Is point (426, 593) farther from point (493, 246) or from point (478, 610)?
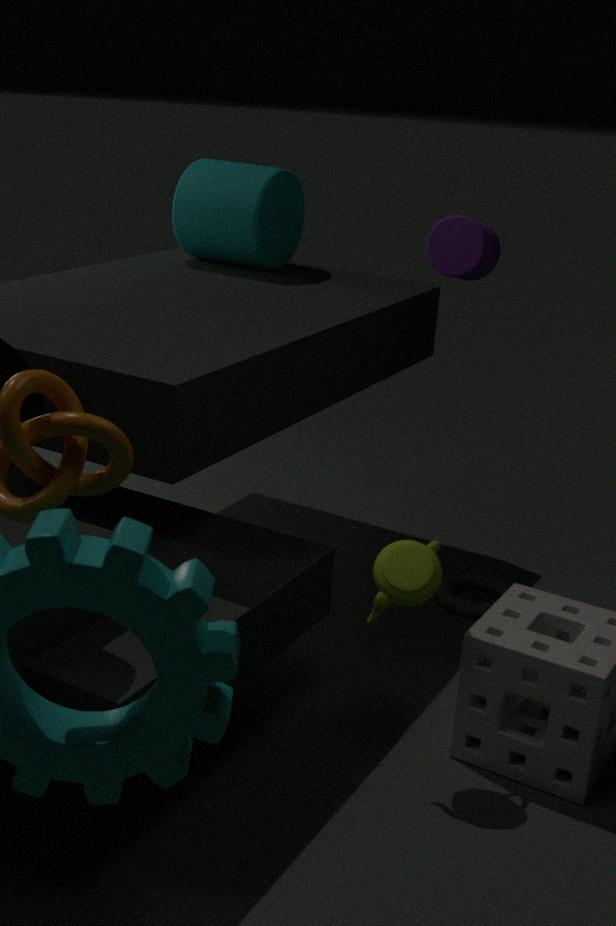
point (493, 246)
